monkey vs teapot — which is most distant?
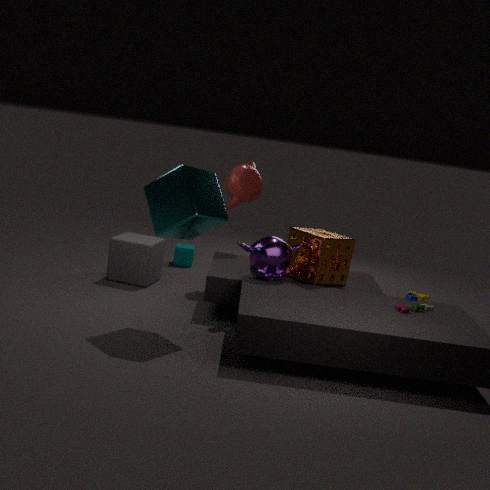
teapot
